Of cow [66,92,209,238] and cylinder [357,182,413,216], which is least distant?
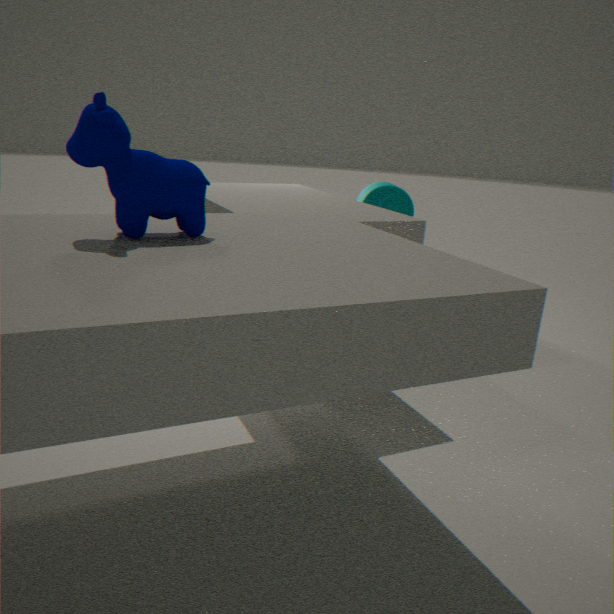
cow [66,92,209,238]
